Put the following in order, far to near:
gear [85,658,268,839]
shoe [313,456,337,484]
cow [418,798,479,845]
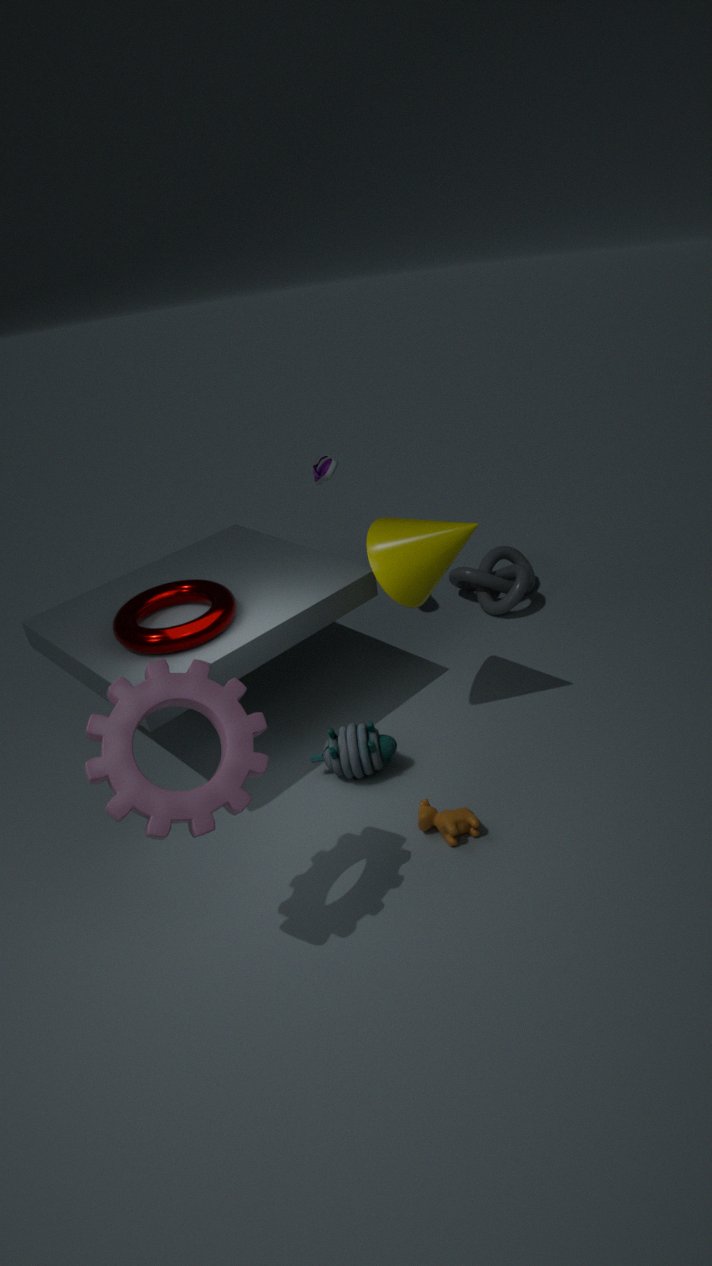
shoe [313,456,337,484] → cow [418,798,479,845] → gear [85,658,268,839]
